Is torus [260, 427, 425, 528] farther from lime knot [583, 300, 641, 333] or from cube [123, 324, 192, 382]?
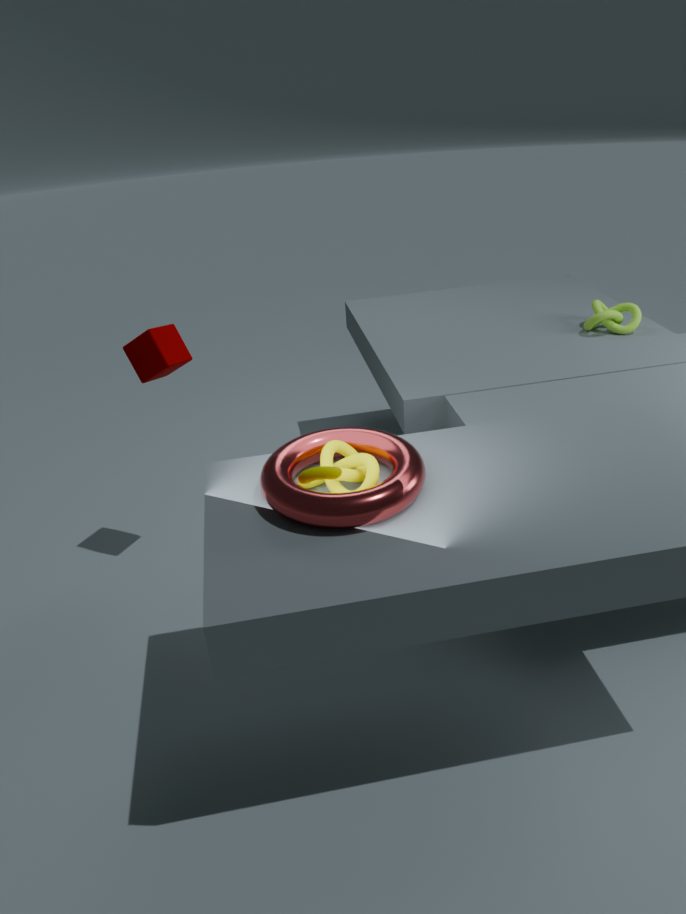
lime knot [583, 300, 641, 333]
